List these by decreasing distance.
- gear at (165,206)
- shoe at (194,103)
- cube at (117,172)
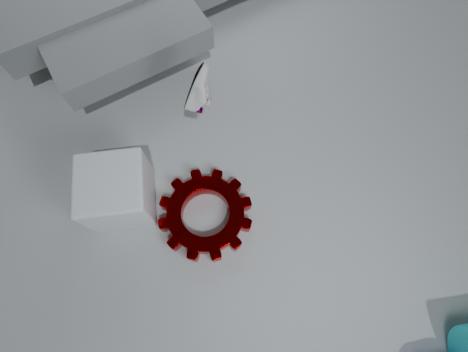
gear at (165,206) < cube at (117,172) < shoe at (194,103)
